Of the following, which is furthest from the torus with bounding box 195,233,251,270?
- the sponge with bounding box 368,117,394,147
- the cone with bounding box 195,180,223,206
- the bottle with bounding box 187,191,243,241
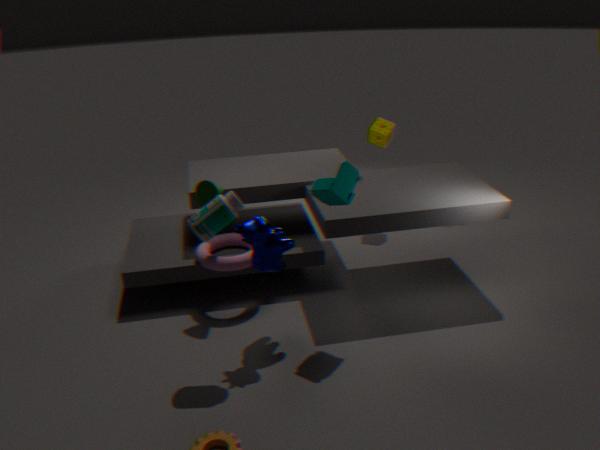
the sponge with bounding box 368,117,394,147
